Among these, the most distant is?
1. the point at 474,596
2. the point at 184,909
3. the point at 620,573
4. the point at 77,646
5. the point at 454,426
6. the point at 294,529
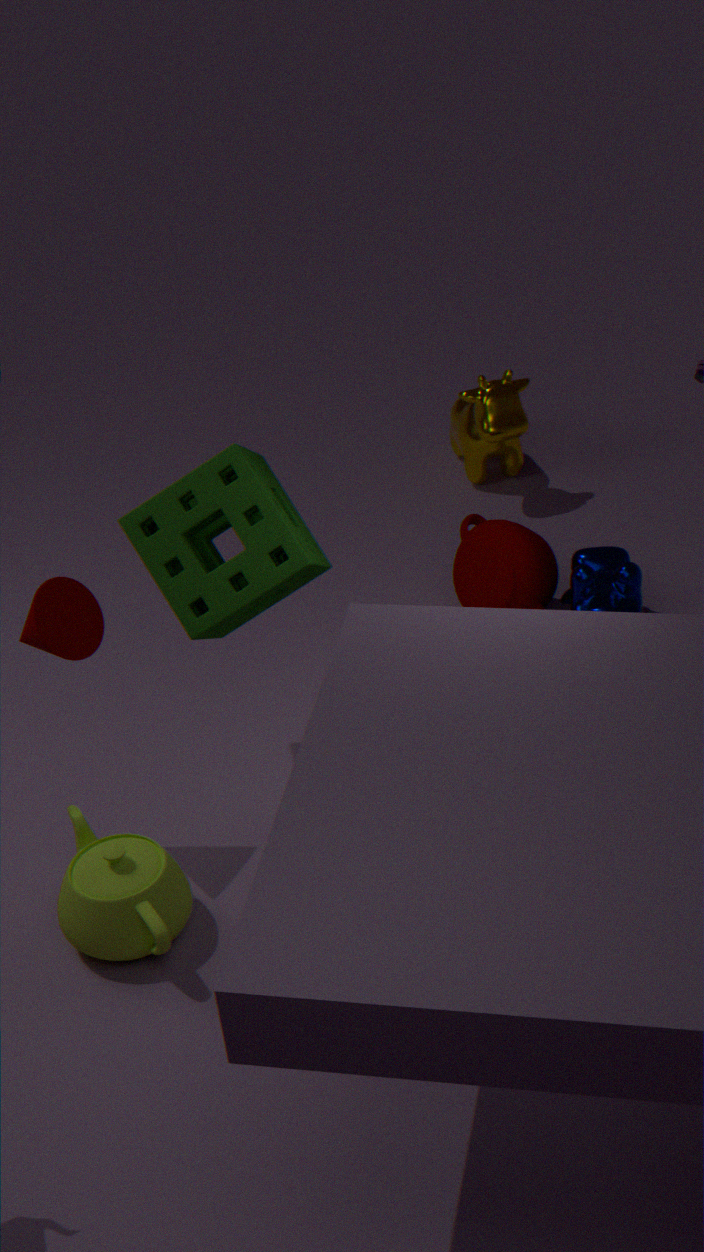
the point at 454,426
